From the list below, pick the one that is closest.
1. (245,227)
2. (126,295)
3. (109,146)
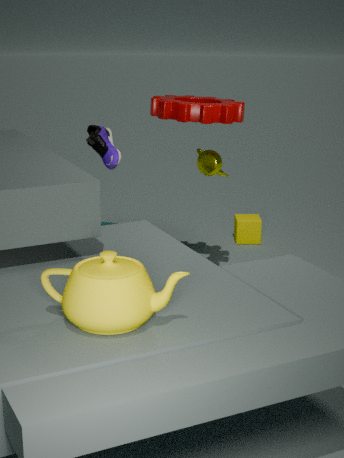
(126,295)
